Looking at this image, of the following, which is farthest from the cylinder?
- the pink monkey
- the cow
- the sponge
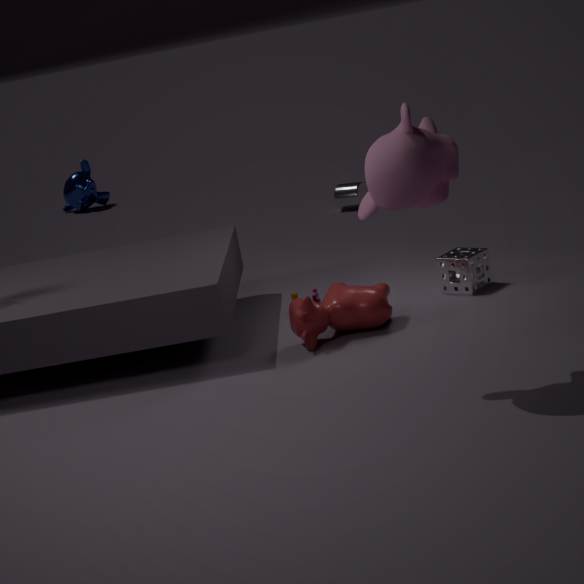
the pink monkey
